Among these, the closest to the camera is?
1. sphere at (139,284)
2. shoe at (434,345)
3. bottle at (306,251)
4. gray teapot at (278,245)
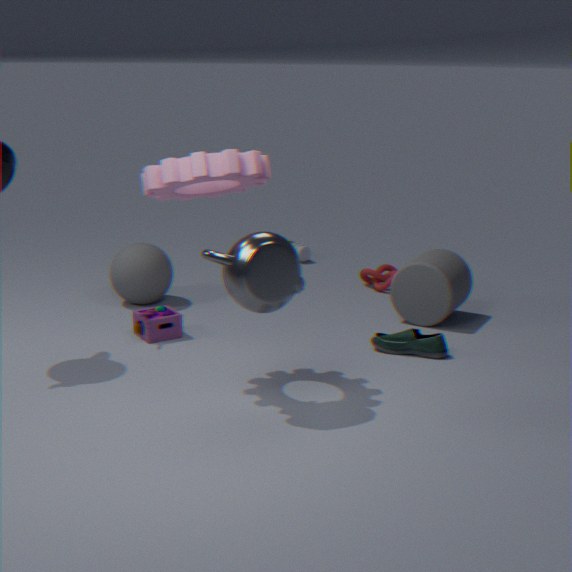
gray teapot at (278,245)
